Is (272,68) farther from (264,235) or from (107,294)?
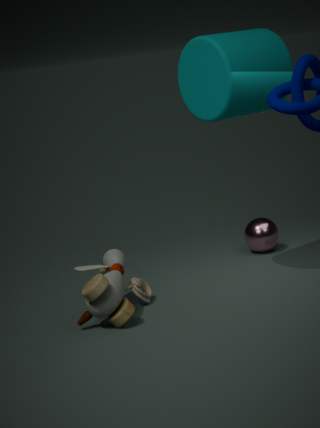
(107,294)
